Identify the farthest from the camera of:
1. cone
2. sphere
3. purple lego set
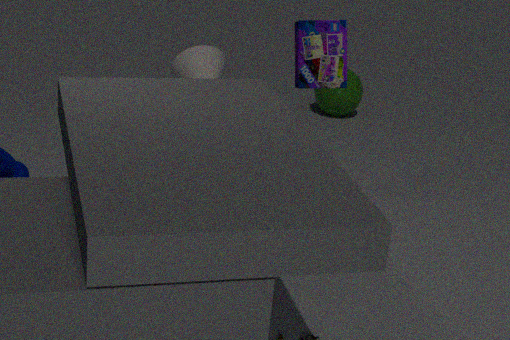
cone
